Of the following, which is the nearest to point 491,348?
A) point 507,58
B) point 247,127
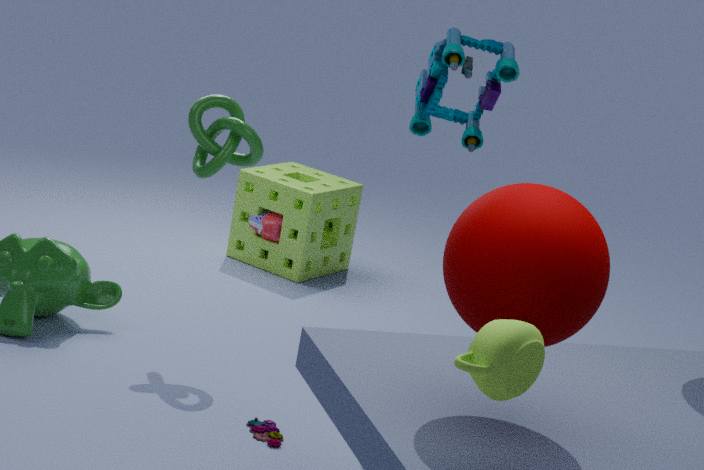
point 507,58
